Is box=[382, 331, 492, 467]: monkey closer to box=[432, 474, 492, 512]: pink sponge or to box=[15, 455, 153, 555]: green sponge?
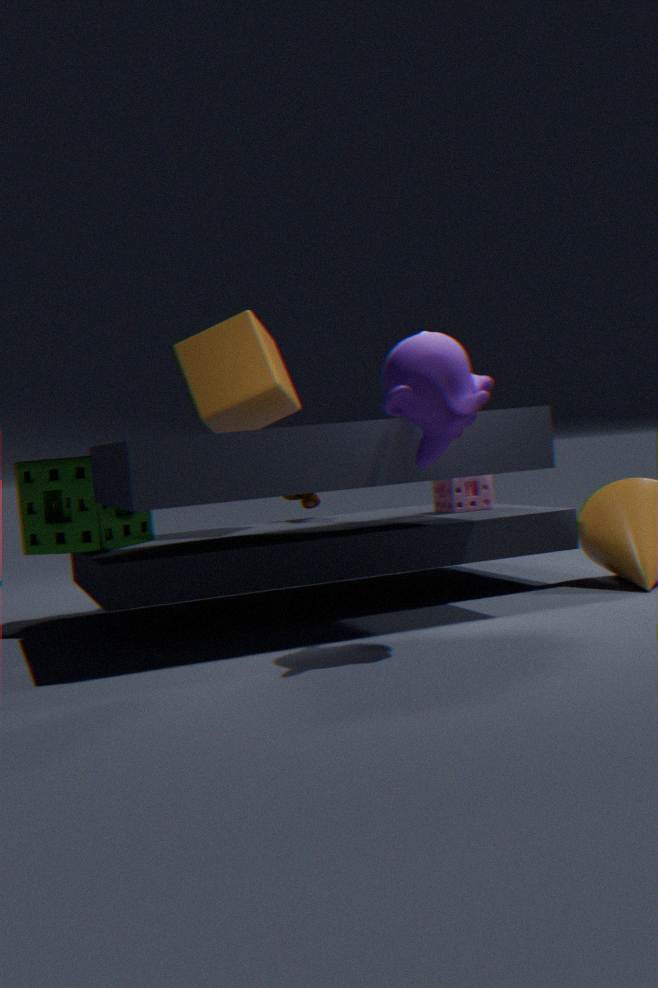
box=[432, 474, 492, 512]: pink sponge
